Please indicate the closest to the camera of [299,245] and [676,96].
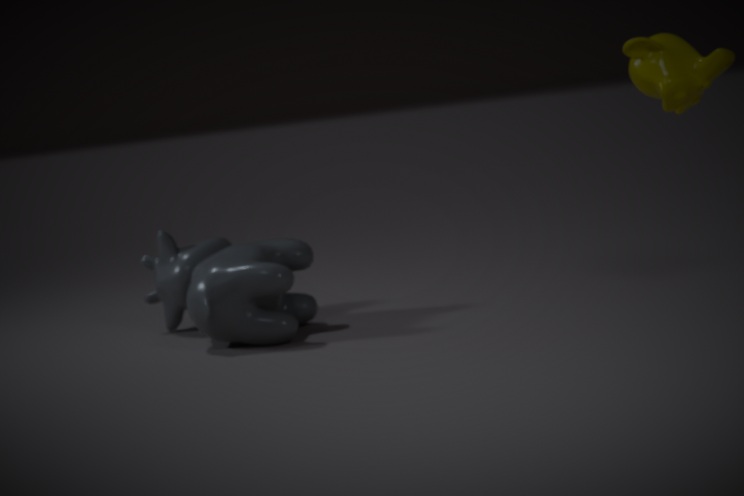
[676,96]
